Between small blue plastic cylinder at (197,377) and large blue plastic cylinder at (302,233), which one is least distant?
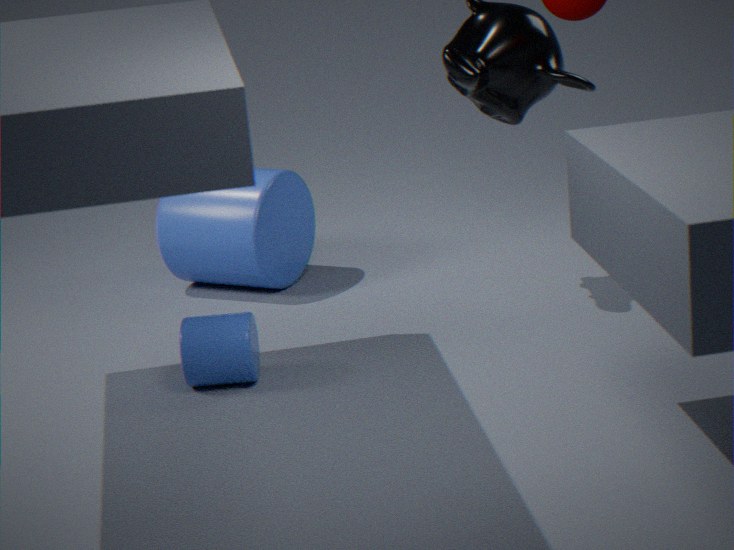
small blue plastic cylinder at (197,377)
